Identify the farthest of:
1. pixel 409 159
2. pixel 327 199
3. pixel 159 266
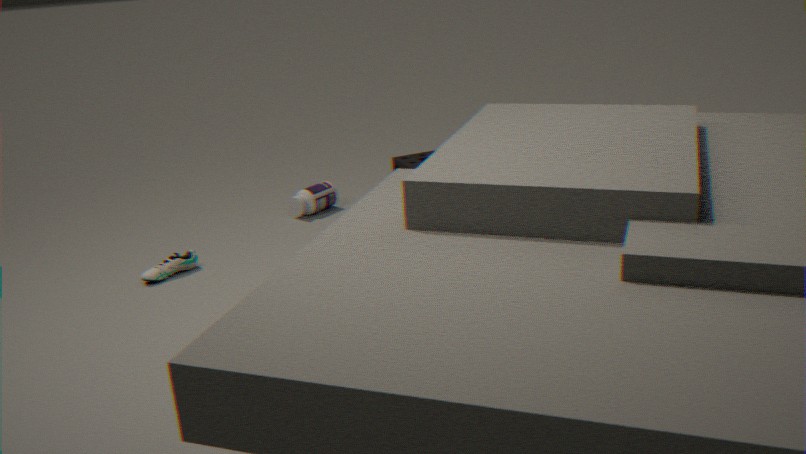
pixel 327 199
